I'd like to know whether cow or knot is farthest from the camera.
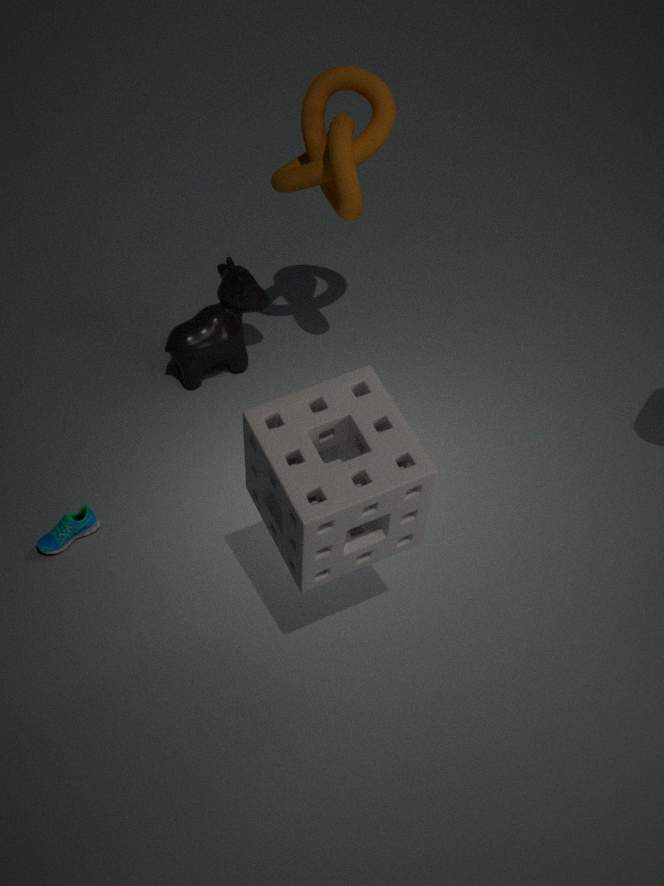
cow
